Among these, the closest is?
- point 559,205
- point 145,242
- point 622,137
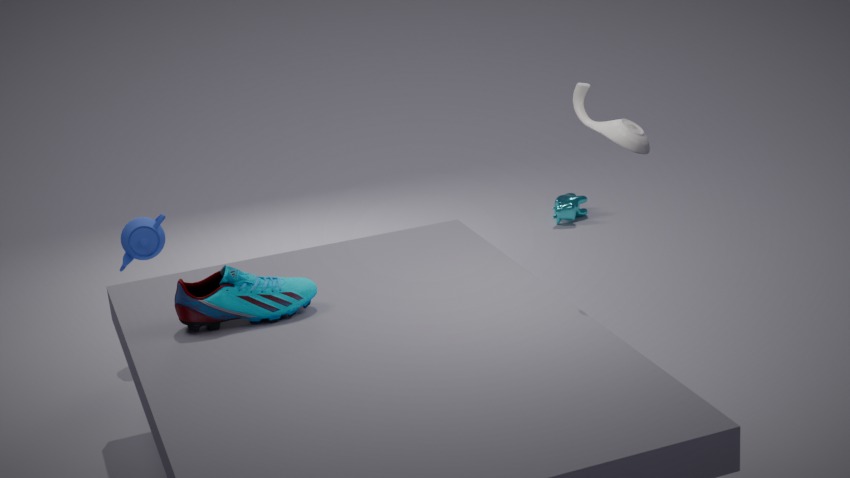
point 622,137
